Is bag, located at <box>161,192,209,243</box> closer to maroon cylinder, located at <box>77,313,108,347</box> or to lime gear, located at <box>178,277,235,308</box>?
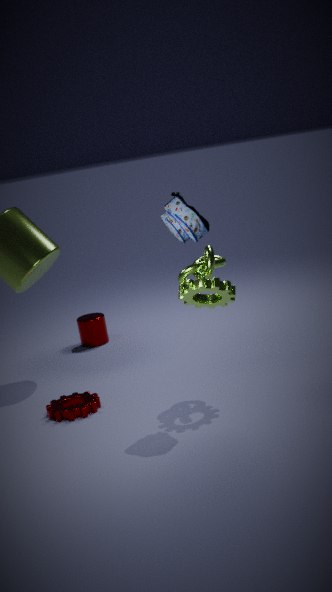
lime gear, located at <box>178,277,235,308</box>
